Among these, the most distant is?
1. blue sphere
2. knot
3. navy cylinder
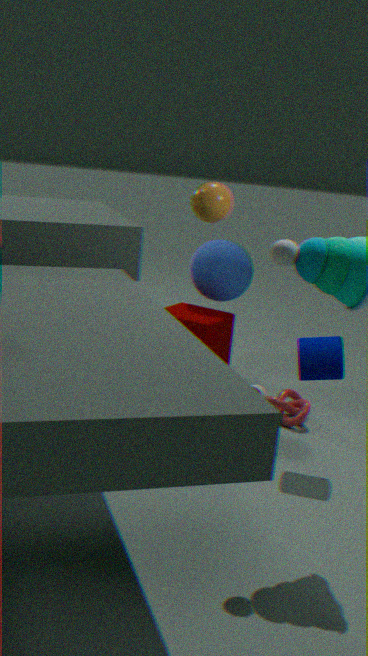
blue sphere
